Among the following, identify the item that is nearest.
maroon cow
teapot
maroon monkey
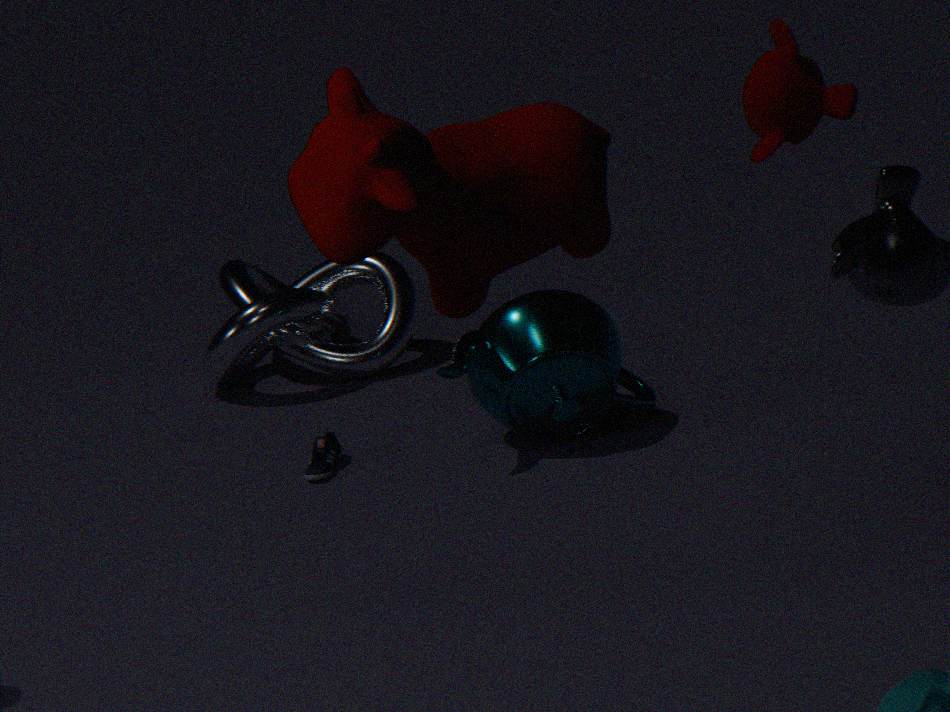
maroon cow
